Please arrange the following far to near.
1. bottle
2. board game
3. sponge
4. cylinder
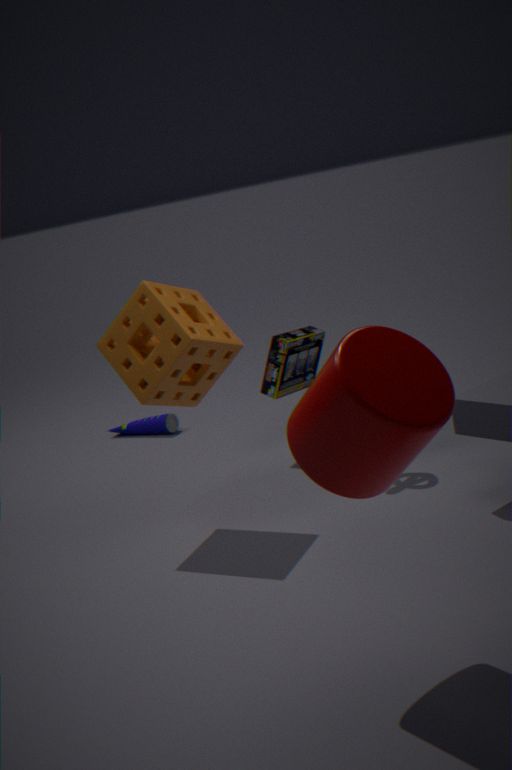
1. bottle
2. board game
3. sponge
4. cylinder
